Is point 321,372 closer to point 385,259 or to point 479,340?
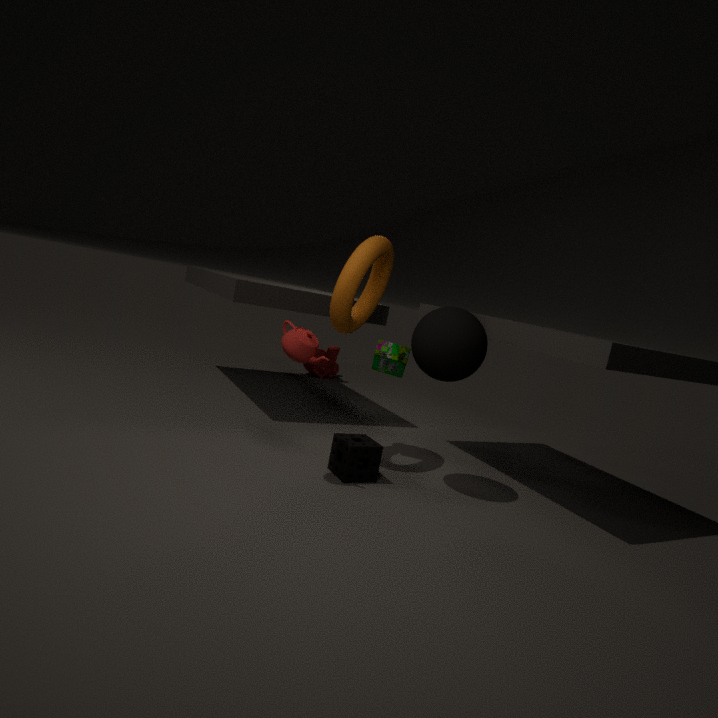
point 385,259
